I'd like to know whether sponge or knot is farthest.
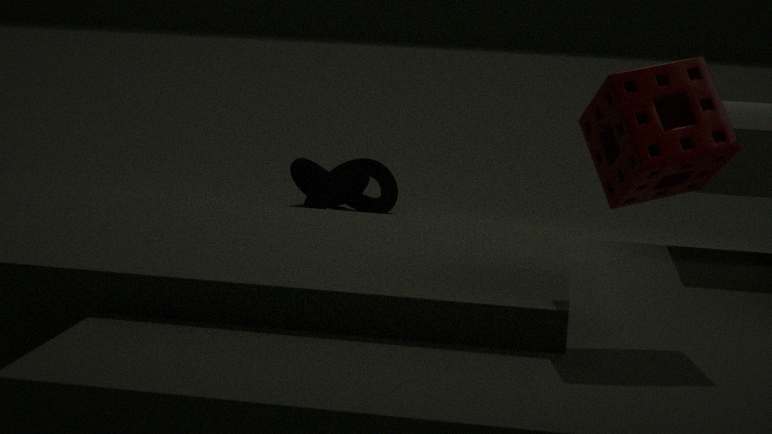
knot
